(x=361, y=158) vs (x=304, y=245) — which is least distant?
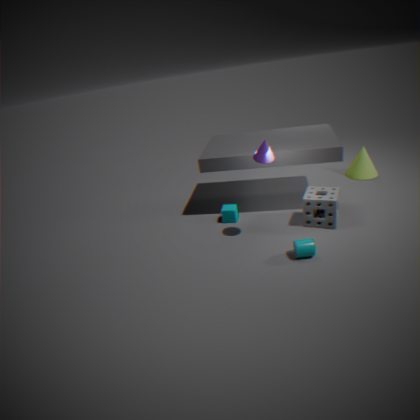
(x=304, y=245)
